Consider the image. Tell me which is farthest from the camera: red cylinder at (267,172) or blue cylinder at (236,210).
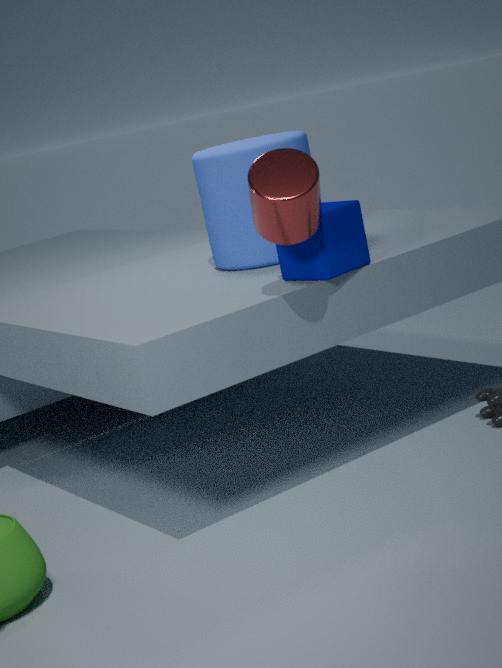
blue cylinder at (236,210)
